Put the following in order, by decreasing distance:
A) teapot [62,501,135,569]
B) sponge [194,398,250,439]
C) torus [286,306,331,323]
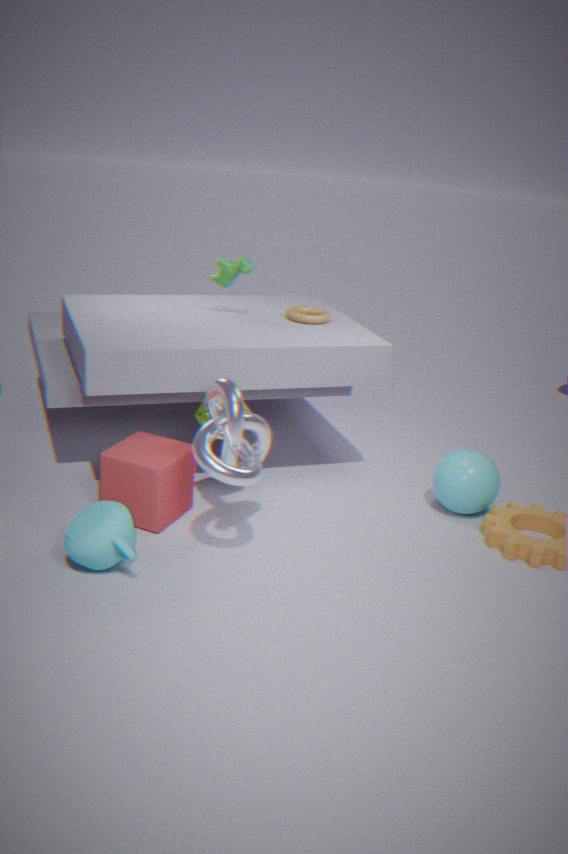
torus [286,306,331,323] → sponge [194,398,250,439] → teapot [62,501,135,569]
